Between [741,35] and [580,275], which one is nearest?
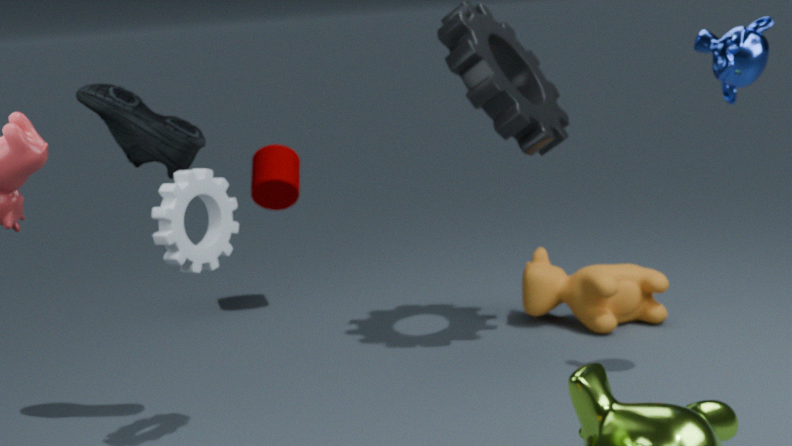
[741,35]
